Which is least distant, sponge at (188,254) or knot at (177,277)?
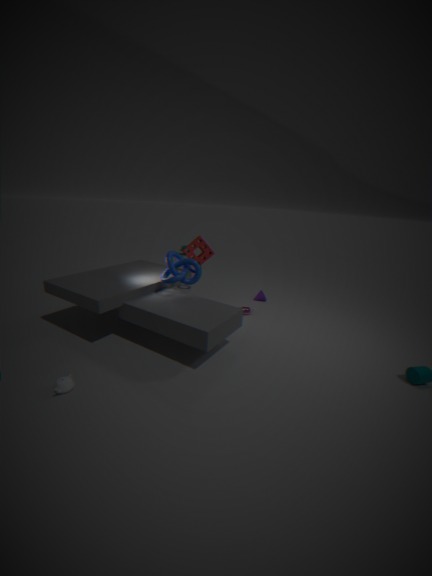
knot at (177,277)
